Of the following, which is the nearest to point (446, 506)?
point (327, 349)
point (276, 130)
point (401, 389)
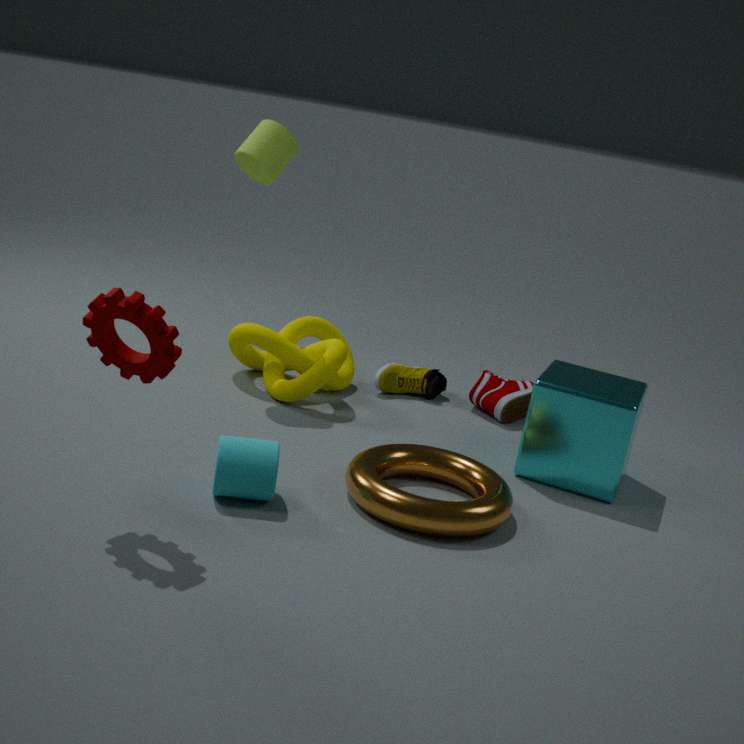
point (327, 349)
